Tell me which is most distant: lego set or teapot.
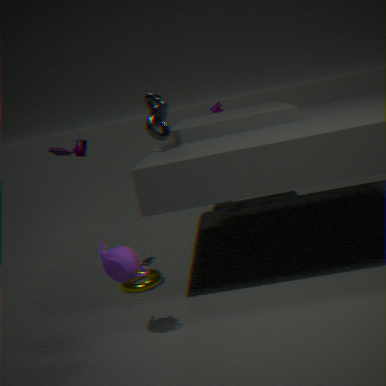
lego set
